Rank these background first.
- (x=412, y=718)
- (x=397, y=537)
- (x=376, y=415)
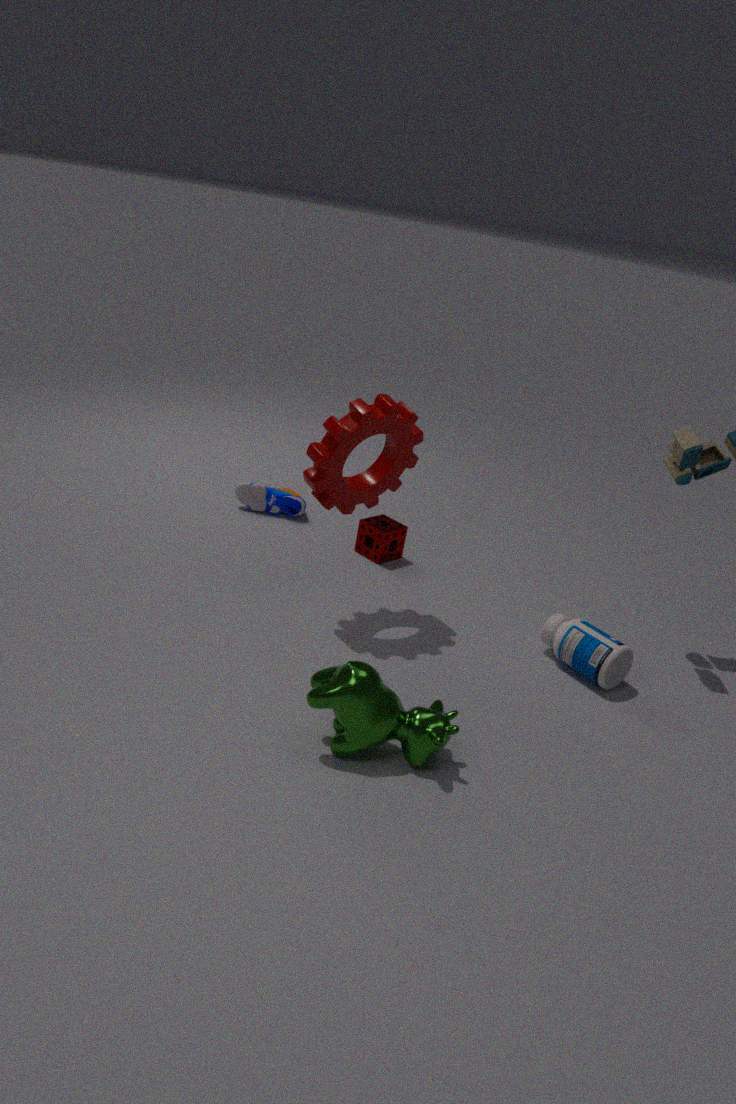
(x=397, y=537)
(x=376, y=415)
(x=412, y=718)
